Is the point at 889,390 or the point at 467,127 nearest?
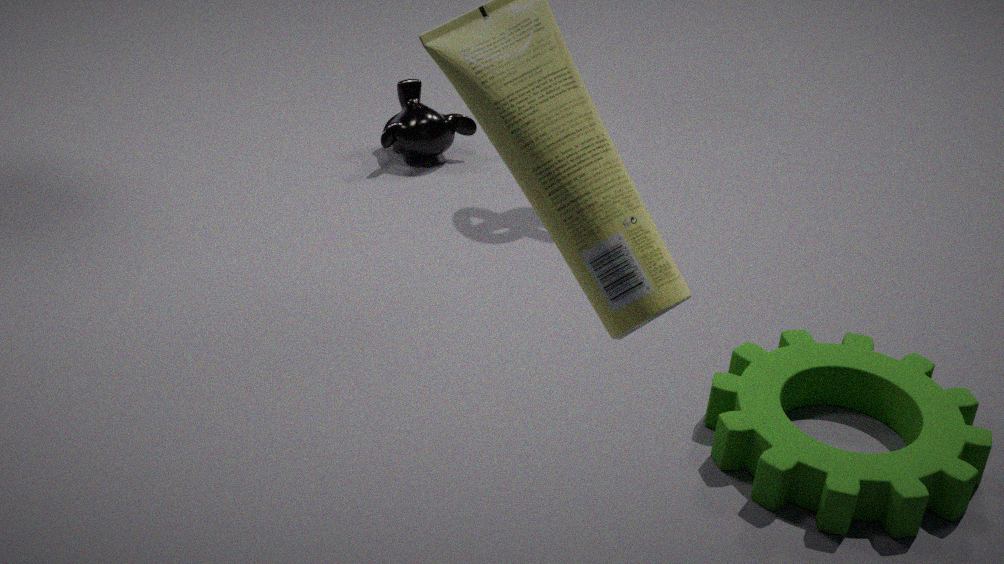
the point at 889,390
